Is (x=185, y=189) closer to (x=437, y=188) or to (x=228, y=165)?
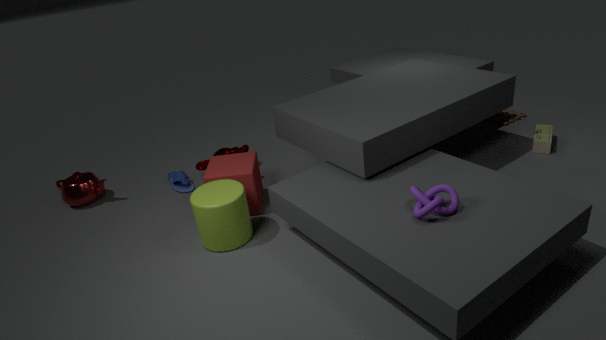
(x=228, y=165)
